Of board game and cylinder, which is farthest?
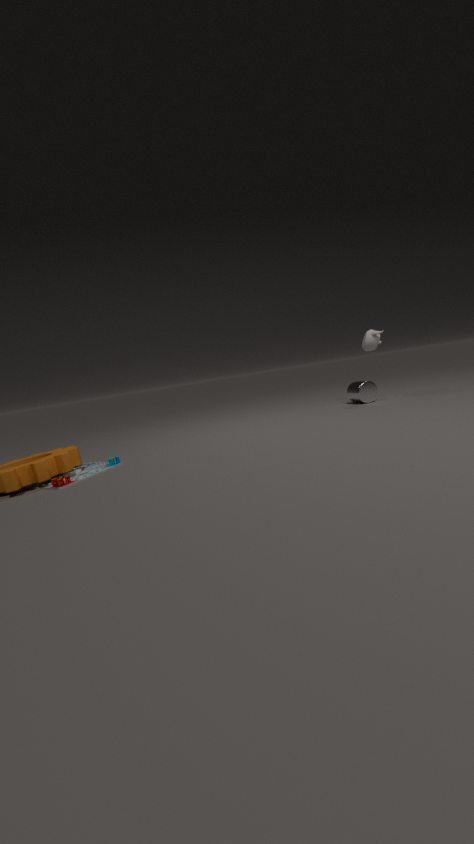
cylinder
